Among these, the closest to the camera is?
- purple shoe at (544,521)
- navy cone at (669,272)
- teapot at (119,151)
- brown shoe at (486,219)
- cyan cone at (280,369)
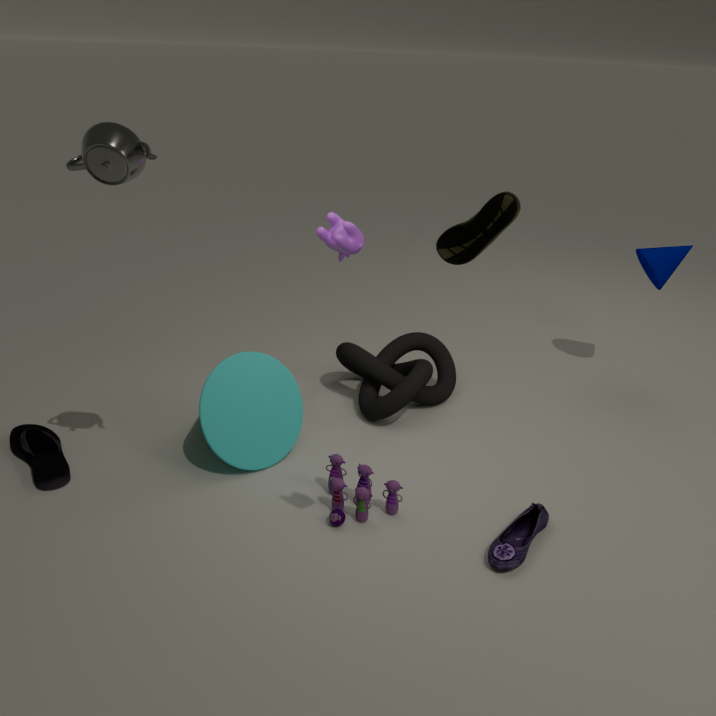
brown shoe at (486,219)
